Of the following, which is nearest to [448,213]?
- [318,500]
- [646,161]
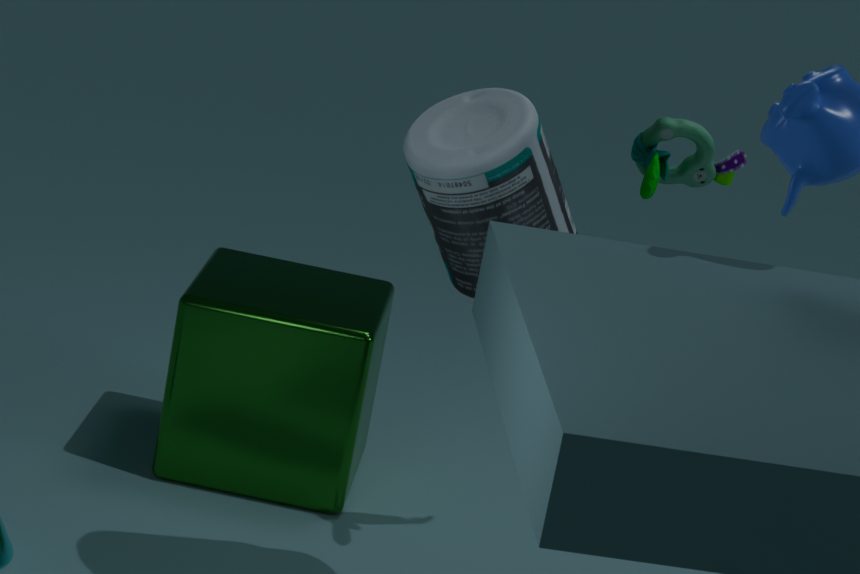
[646,161]
